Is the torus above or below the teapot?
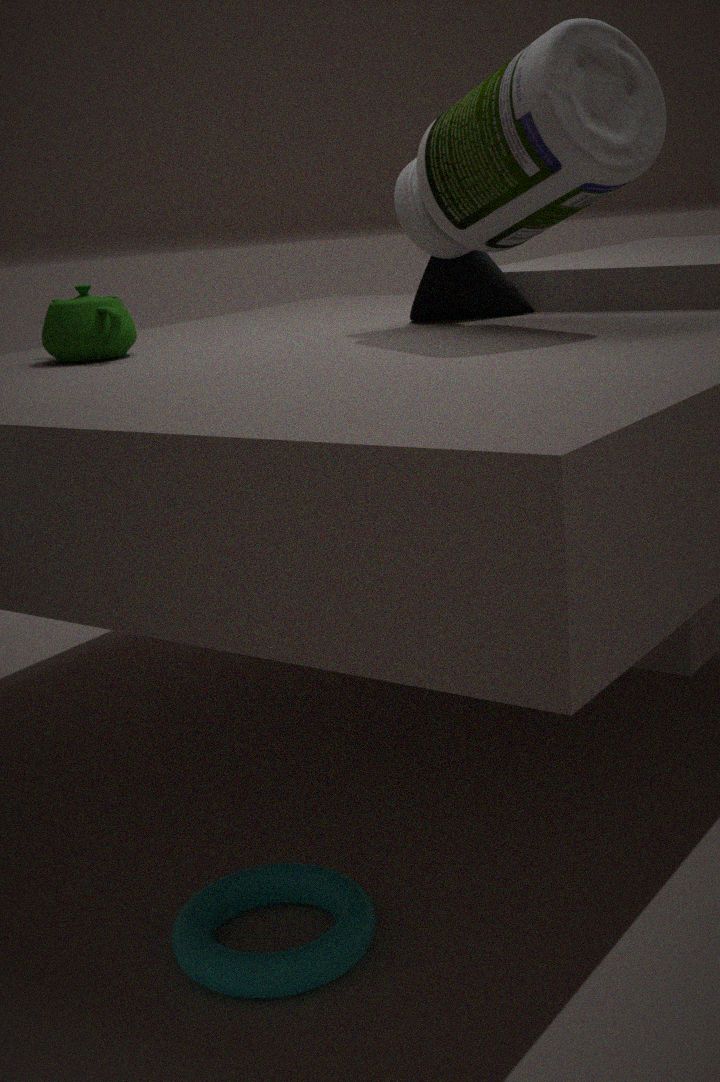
below
